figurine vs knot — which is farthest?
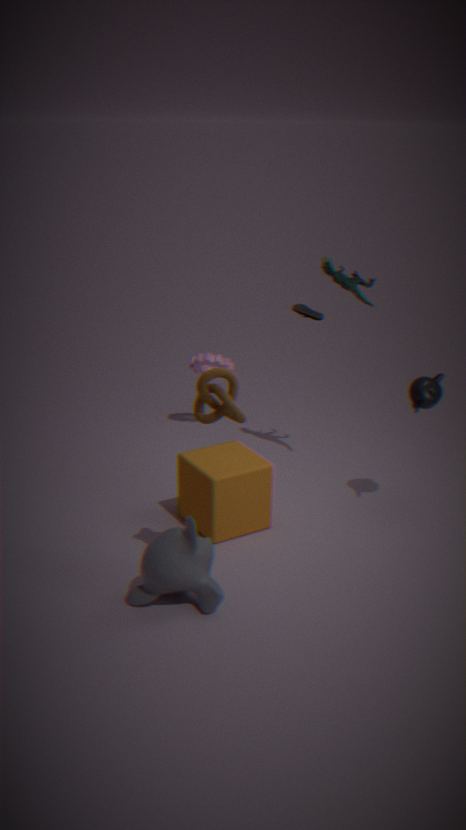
figurine
